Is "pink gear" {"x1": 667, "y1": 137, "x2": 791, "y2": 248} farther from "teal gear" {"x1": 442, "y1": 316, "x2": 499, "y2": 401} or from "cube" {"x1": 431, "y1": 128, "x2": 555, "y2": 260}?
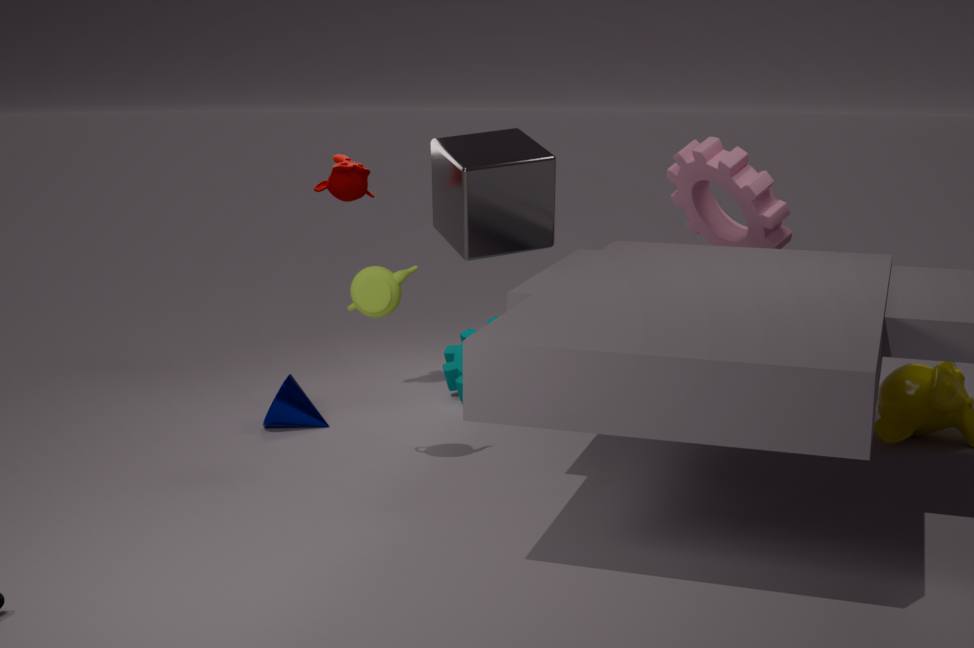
"teal gear" {"x1": 442, "y1": 316, "x2": 499, "y2": 401}
